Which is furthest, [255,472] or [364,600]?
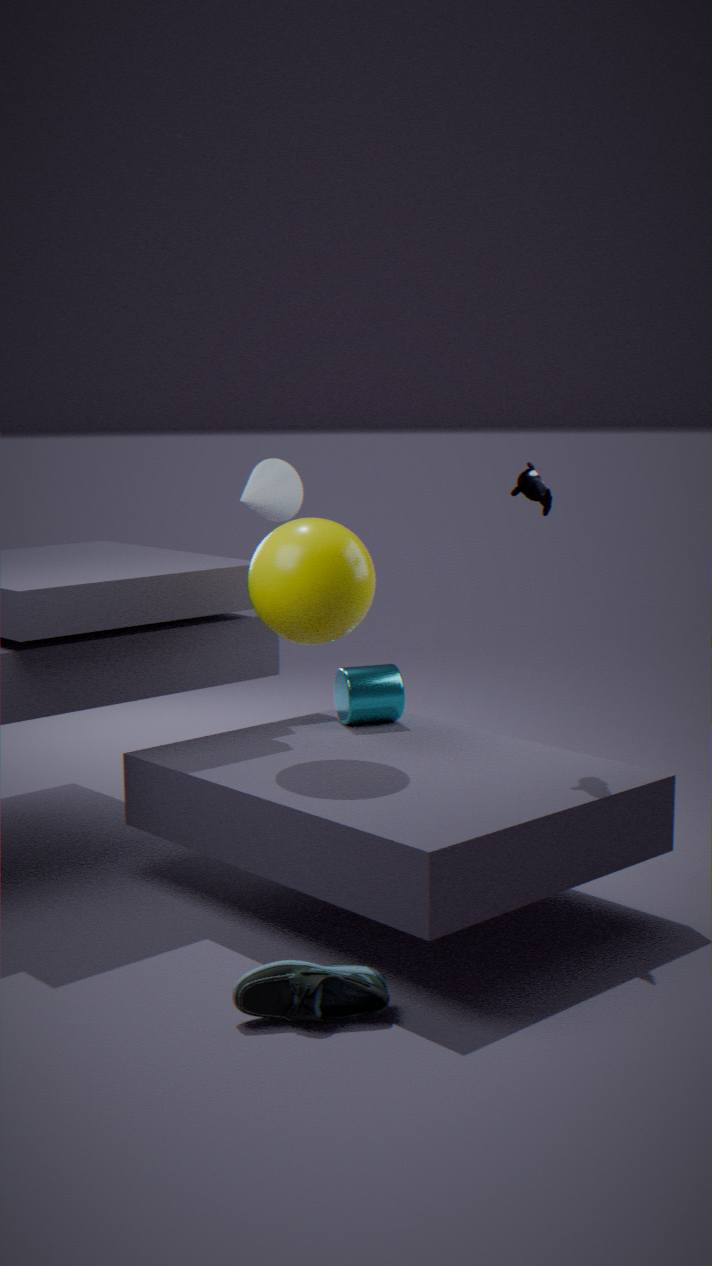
[255,472]
